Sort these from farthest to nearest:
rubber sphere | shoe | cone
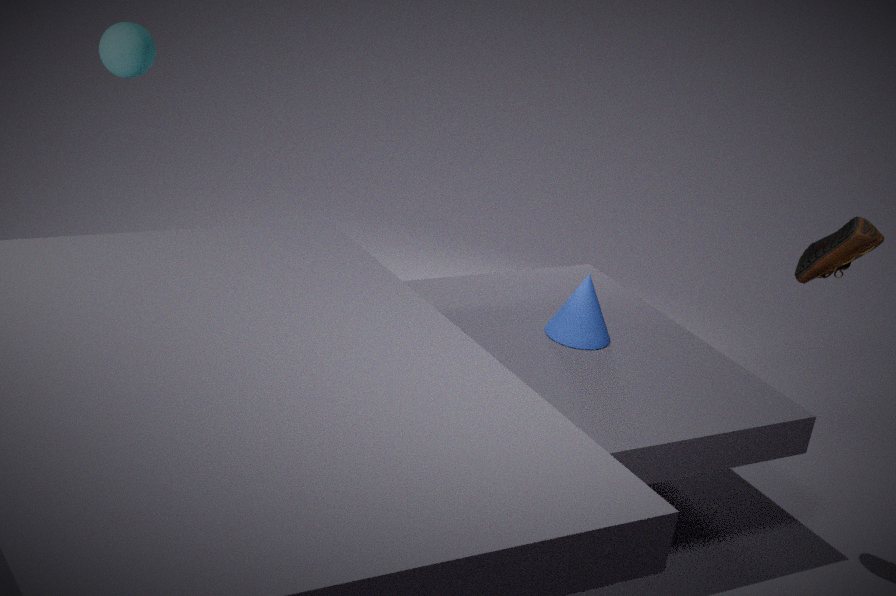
cone, rubber sphere, shoe
